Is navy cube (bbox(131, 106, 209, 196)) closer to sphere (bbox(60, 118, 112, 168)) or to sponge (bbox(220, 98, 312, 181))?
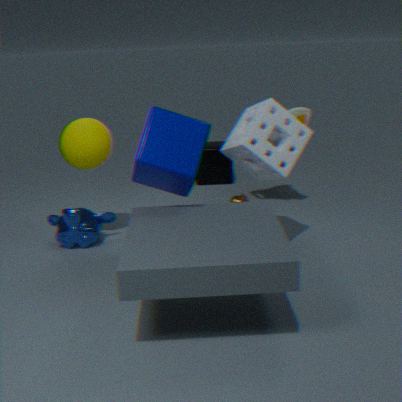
sponge (bbox(220, 98, 312, 181))
